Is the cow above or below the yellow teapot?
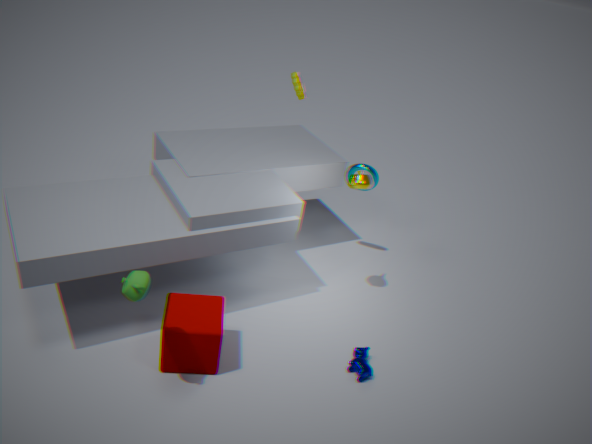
below
